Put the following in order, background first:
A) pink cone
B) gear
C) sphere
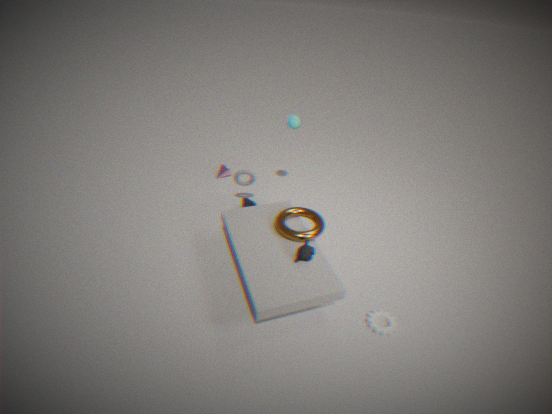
pink cone < sphere < gear
